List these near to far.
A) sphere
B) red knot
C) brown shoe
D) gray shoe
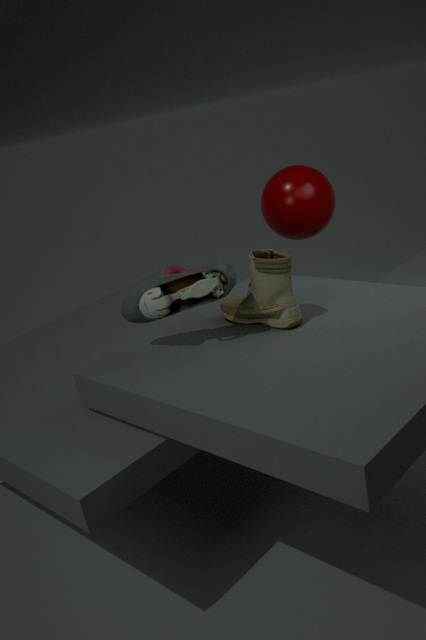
gray shoe, brown shoe, red knot, sphere
